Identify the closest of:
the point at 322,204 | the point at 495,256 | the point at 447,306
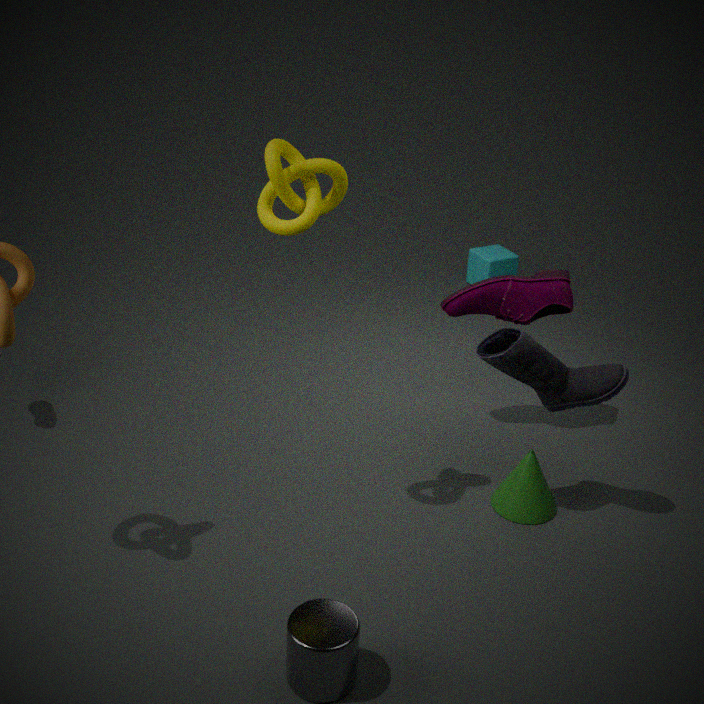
the point at 322,204
